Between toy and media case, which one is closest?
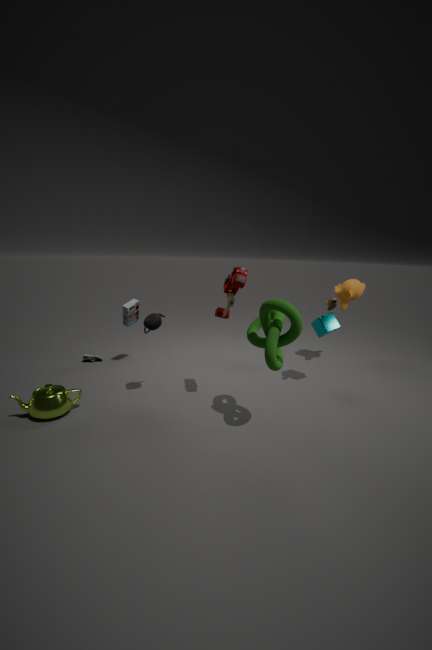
toy
